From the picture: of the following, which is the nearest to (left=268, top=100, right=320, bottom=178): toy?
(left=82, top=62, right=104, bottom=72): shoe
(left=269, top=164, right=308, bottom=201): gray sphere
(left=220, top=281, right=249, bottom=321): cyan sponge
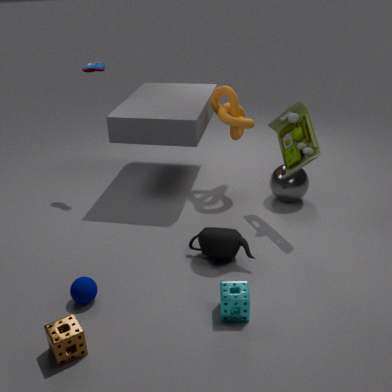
(left=269, top=164, right=308, bottom=201): gray sphere
